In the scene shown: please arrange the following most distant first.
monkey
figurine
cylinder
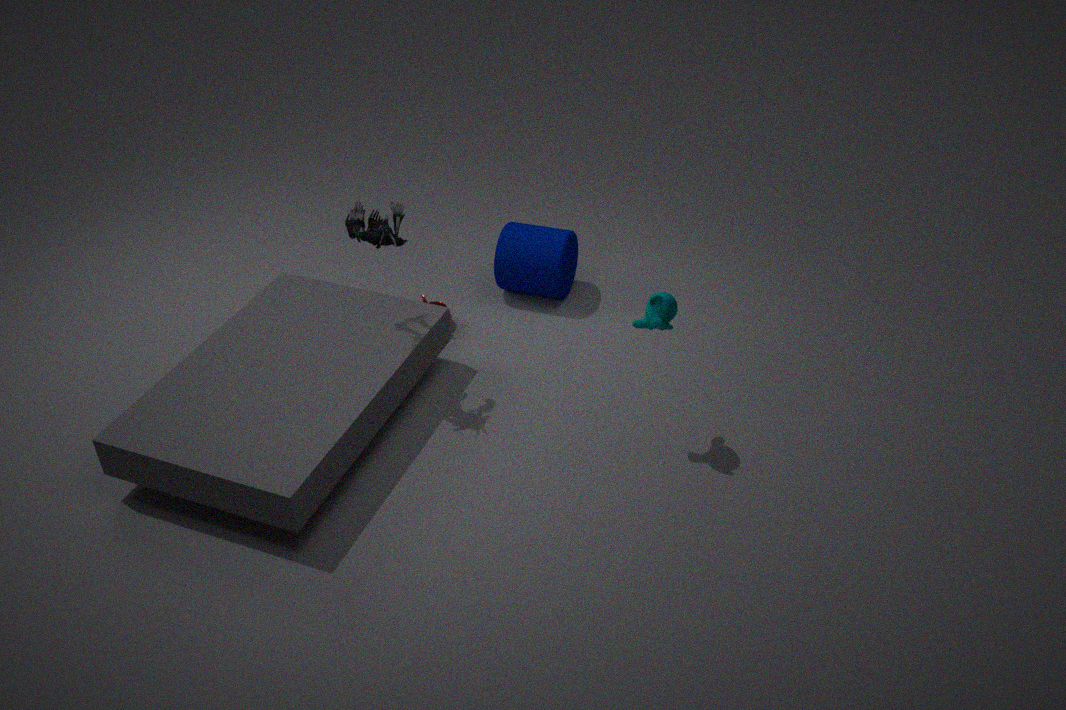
1. cylinder
2. figurine
3. monkey
